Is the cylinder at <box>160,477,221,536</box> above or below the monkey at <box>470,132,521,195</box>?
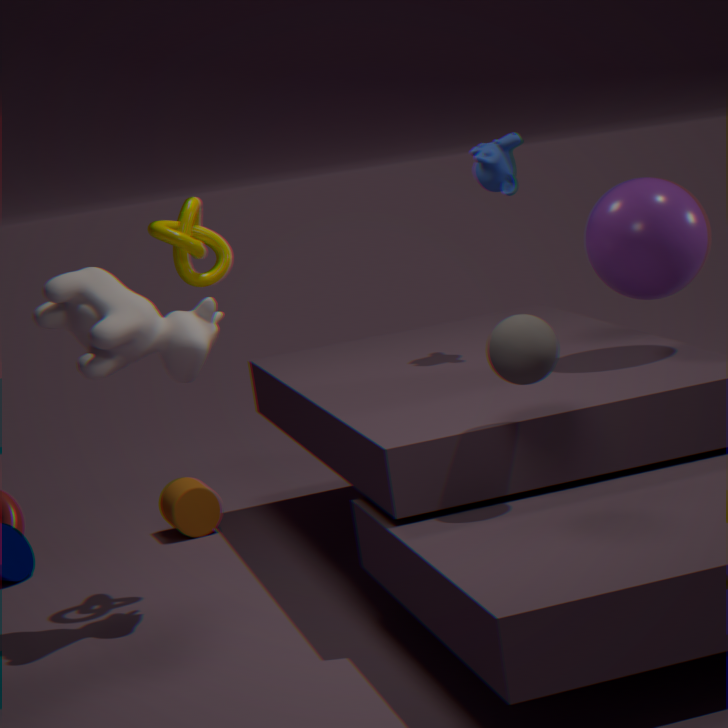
below
